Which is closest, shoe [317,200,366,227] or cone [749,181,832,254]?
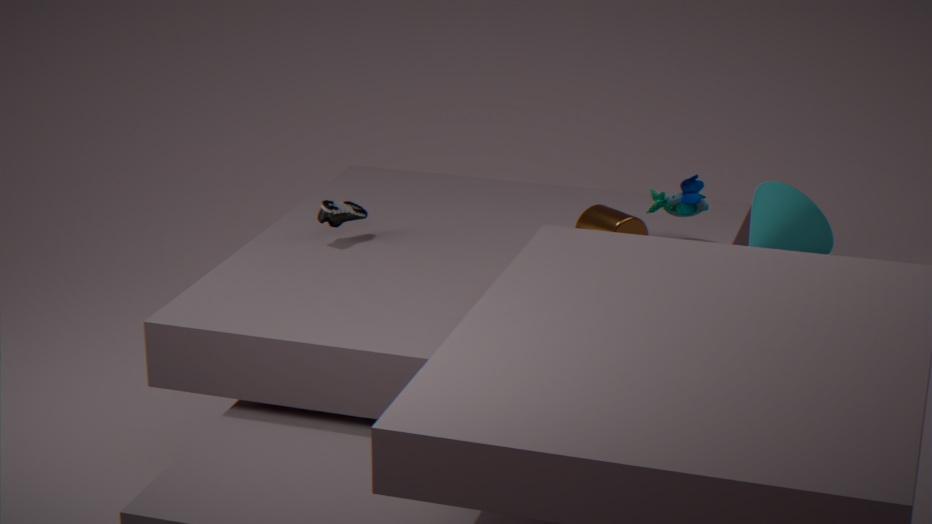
shoe [317,200,366,227]
